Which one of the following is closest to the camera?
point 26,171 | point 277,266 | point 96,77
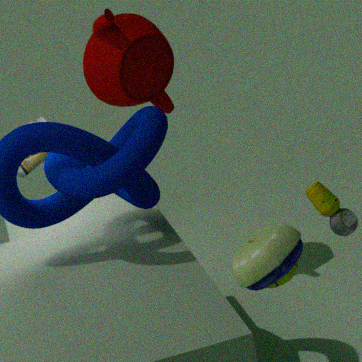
point 277,266
